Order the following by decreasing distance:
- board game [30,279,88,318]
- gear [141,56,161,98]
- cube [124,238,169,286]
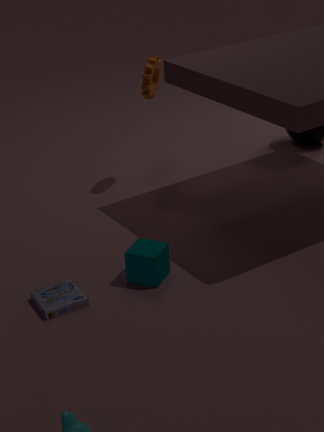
gear [141,56,161,98] → cube [124,238,169,286] → board game [30,279,88,318]
